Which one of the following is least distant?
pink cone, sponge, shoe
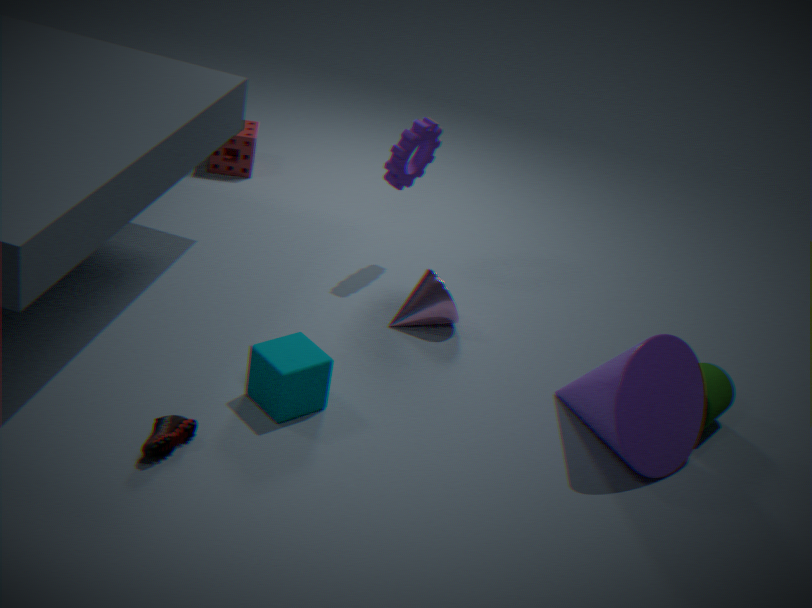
shoe
